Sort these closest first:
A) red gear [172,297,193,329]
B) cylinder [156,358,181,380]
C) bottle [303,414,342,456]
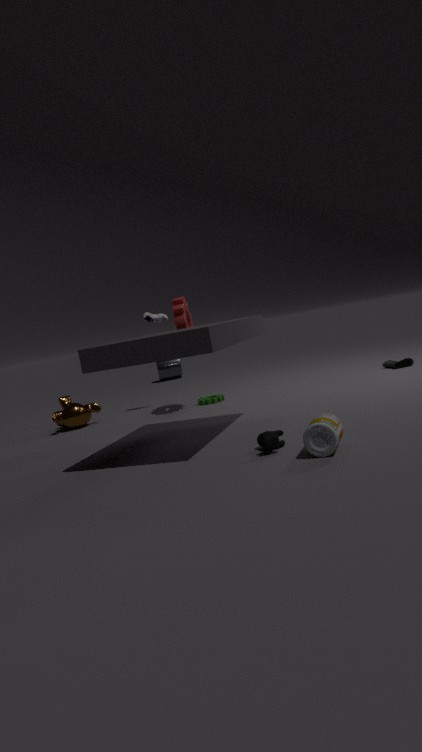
1. bottle [303,414,342,456]
2. red gear [172,297,193,329]
3. cylinder [156,358,181,380]
